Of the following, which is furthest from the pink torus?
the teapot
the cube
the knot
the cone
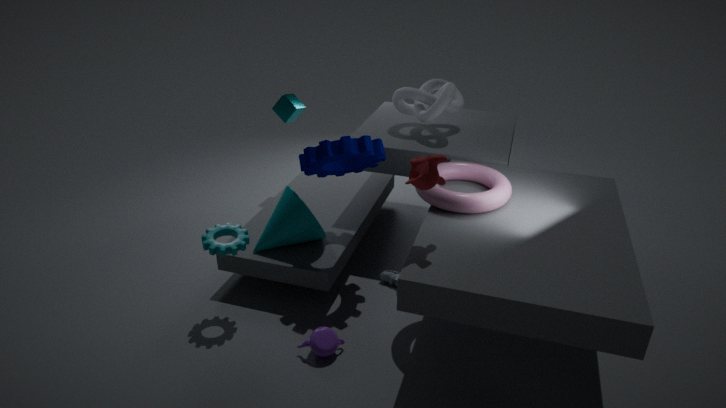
the cube
